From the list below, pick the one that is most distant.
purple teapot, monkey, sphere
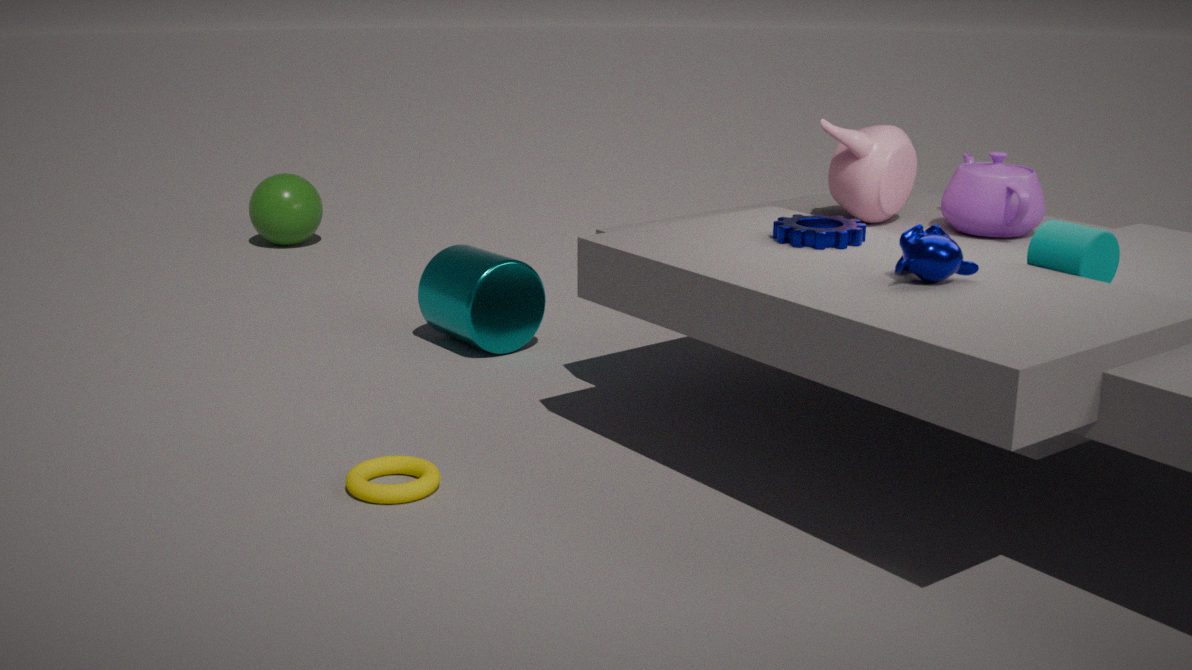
sphere
